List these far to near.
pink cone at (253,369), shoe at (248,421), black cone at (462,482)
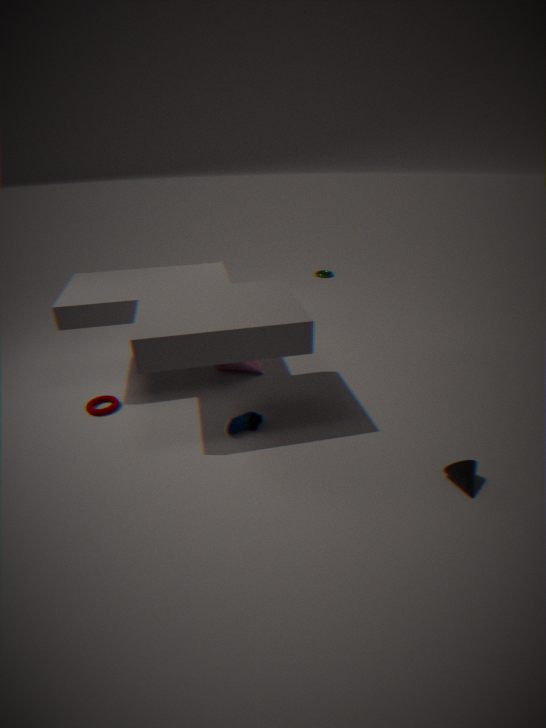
pink cone at (253,369), shoe at (248,421), black cone at (462,482)
